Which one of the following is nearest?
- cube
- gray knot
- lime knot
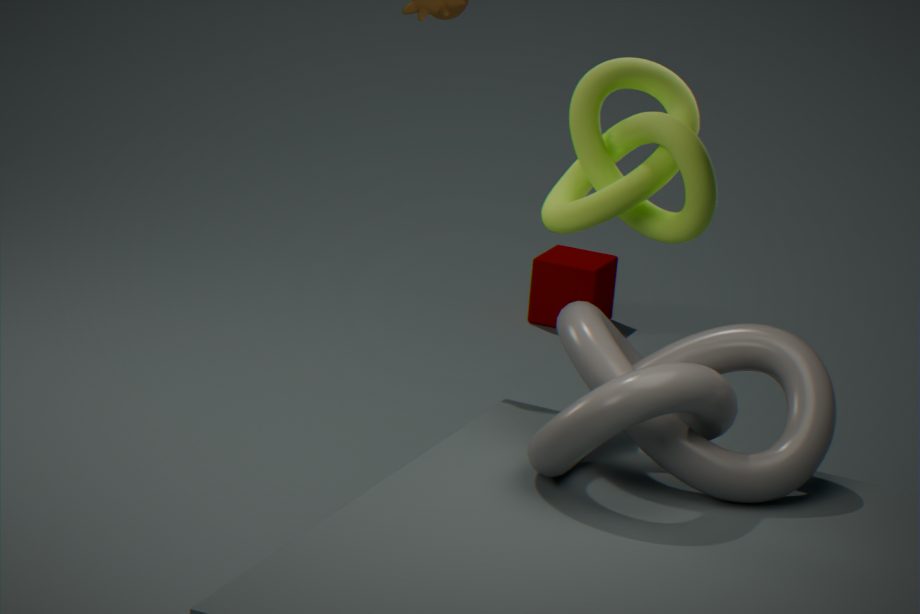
lime knot
